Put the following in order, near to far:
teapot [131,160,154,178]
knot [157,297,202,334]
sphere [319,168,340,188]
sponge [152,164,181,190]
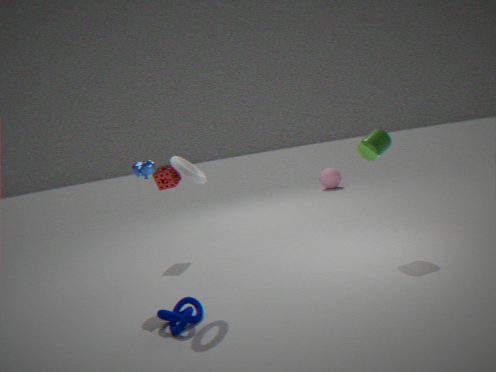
knot [157,297,202,334] → teapot [131,160,154,178] → sponge [152,164,181,190] → sphere [319,168,340,188]
